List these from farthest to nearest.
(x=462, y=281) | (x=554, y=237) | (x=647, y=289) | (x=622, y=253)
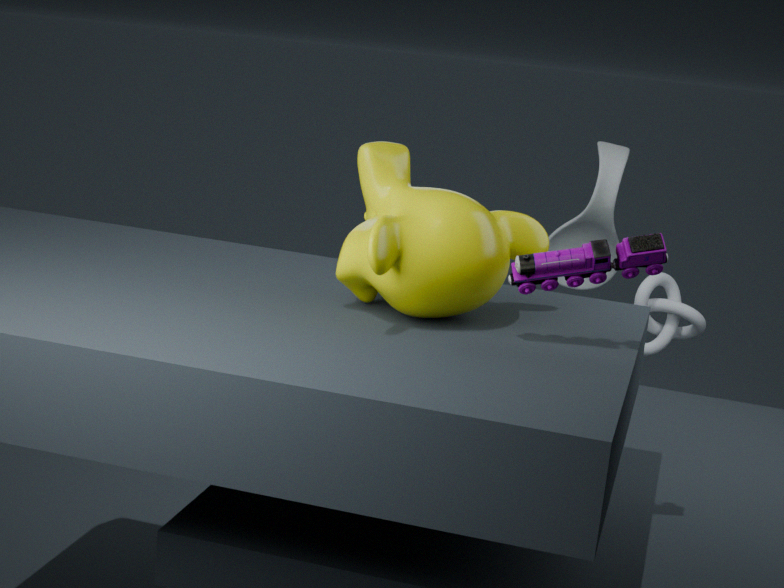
(x=554, y=237), (x=647, y=289), (x=462, y=281), (x=622, y=253)
